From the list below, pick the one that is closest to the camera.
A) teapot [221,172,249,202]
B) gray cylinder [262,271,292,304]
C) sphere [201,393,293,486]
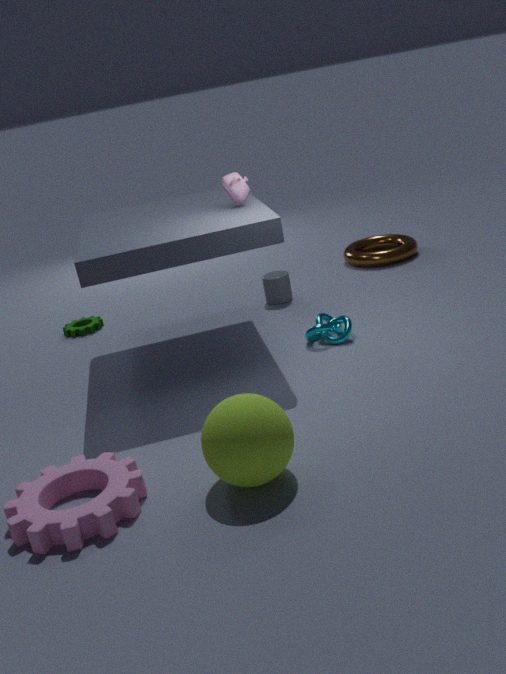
sphere [201,393,293,486]
